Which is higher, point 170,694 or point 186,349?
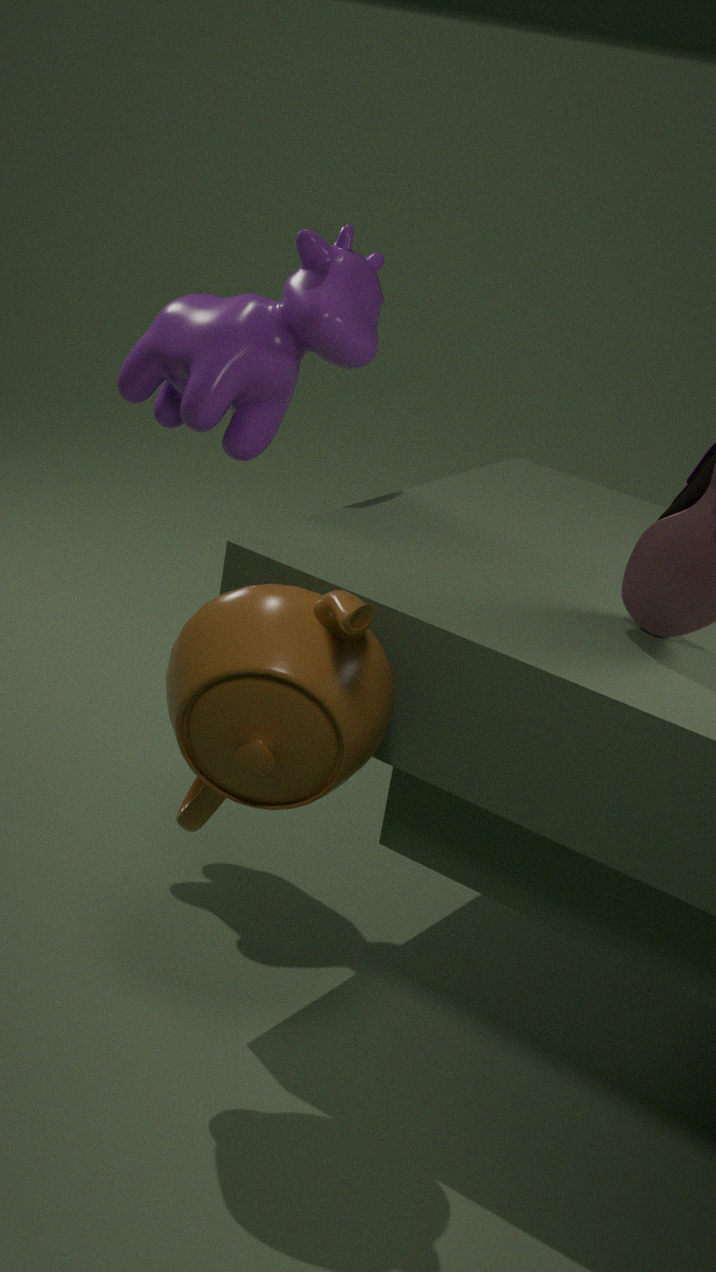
point 186,349
